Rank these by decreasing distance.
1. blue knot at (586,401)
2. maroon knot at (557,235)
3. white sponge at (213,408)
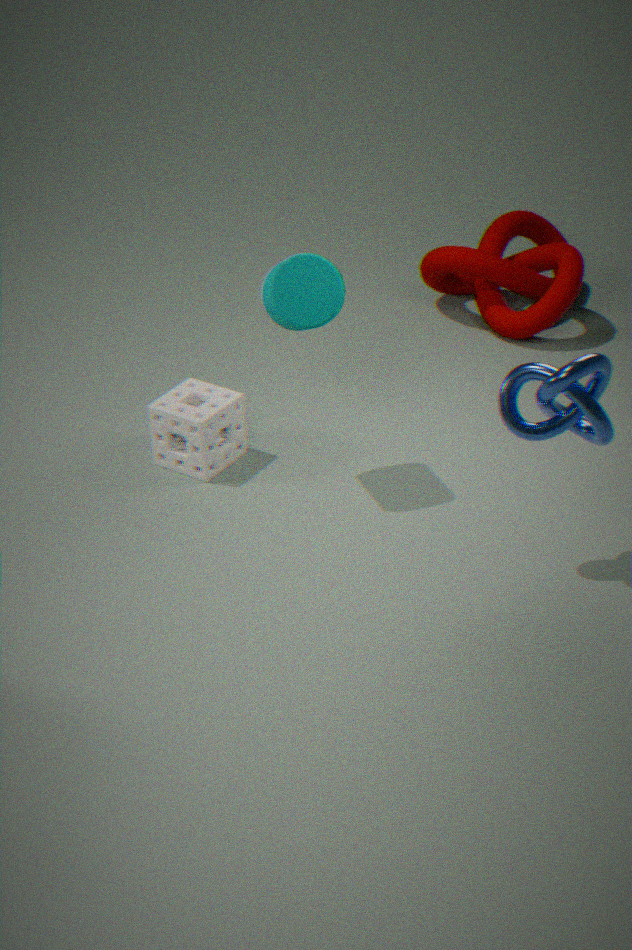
maroon knot at (557,235)
white sponge at (213,408)
blue knot at (586,401)
